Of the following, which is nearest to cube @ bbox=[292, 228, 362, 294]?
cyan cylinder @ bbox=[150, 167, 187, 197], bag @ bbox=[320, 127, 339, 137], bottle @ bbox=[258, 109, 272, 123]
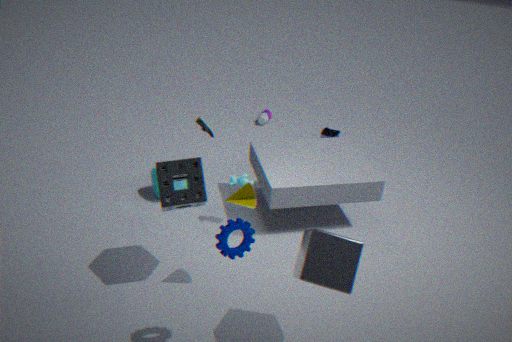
cyan cylinder @ bbox=[150, 167, 187, 197]
